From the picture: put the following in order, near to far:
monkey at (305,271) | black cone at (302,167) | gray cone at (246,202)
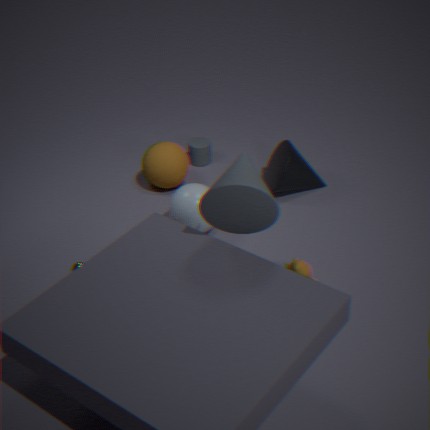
gray cone at (246,202) → monkey at (305,271) → black cone at (302,167)
